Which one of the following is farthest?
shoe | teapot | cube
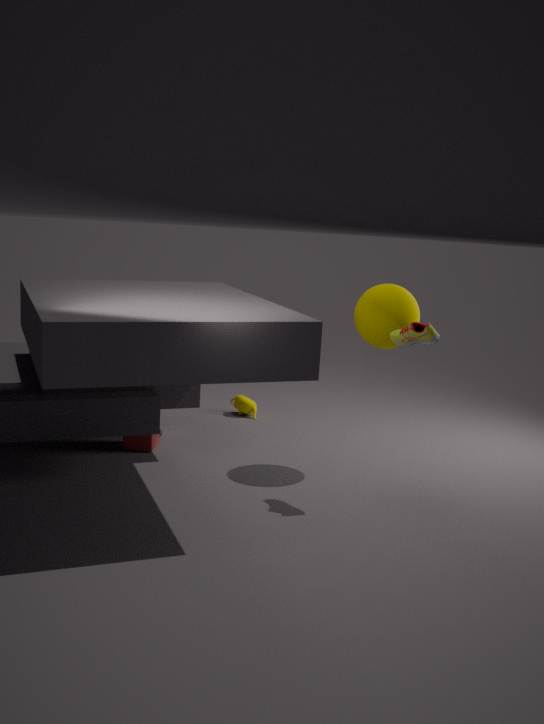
teapot
